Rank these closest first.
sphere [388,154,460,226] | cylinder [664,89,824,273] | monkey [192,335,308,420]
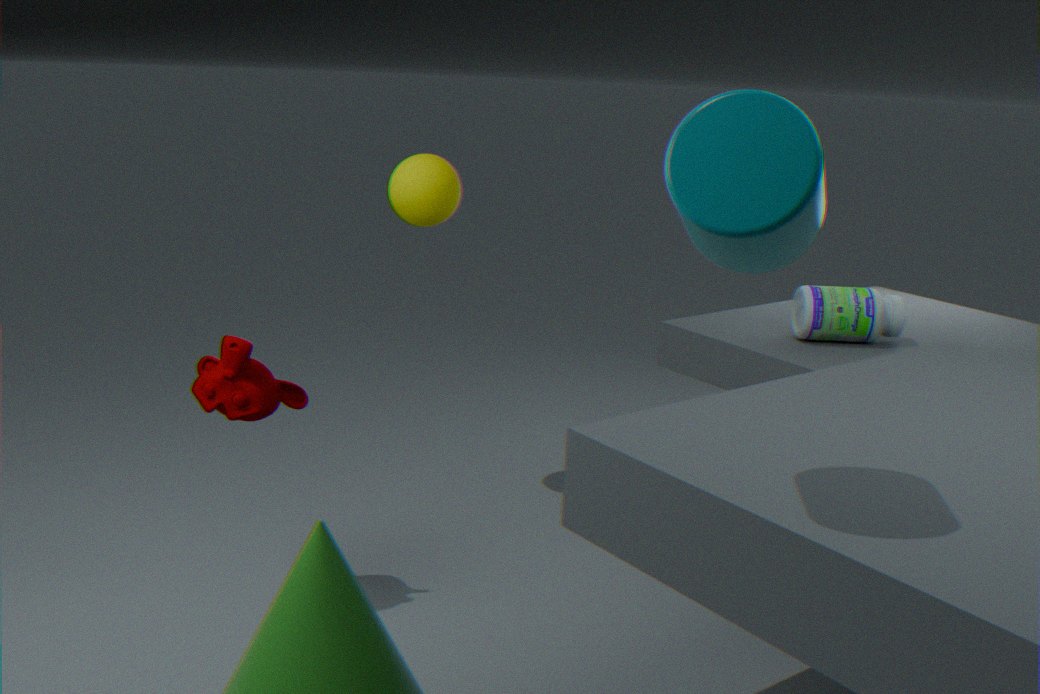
cylinder [664,89,824,273] → monkey [192,335,308,420] → sphere [388,154,460,226]
